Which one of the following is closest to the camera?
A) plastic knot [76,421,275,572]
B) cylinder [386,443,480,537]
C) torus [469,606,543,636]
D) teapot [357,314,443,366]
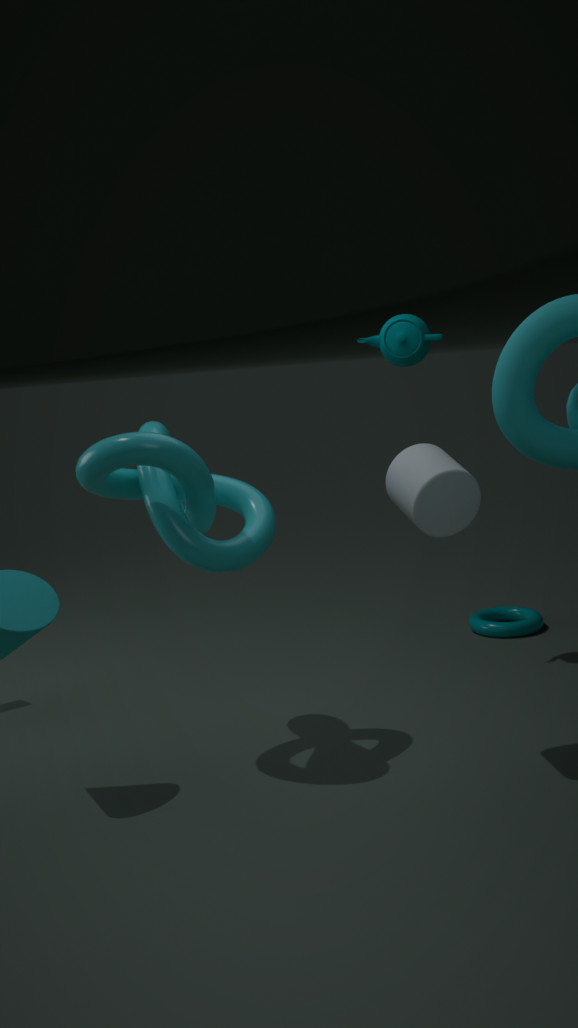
cylinder [386,443,480,537]
